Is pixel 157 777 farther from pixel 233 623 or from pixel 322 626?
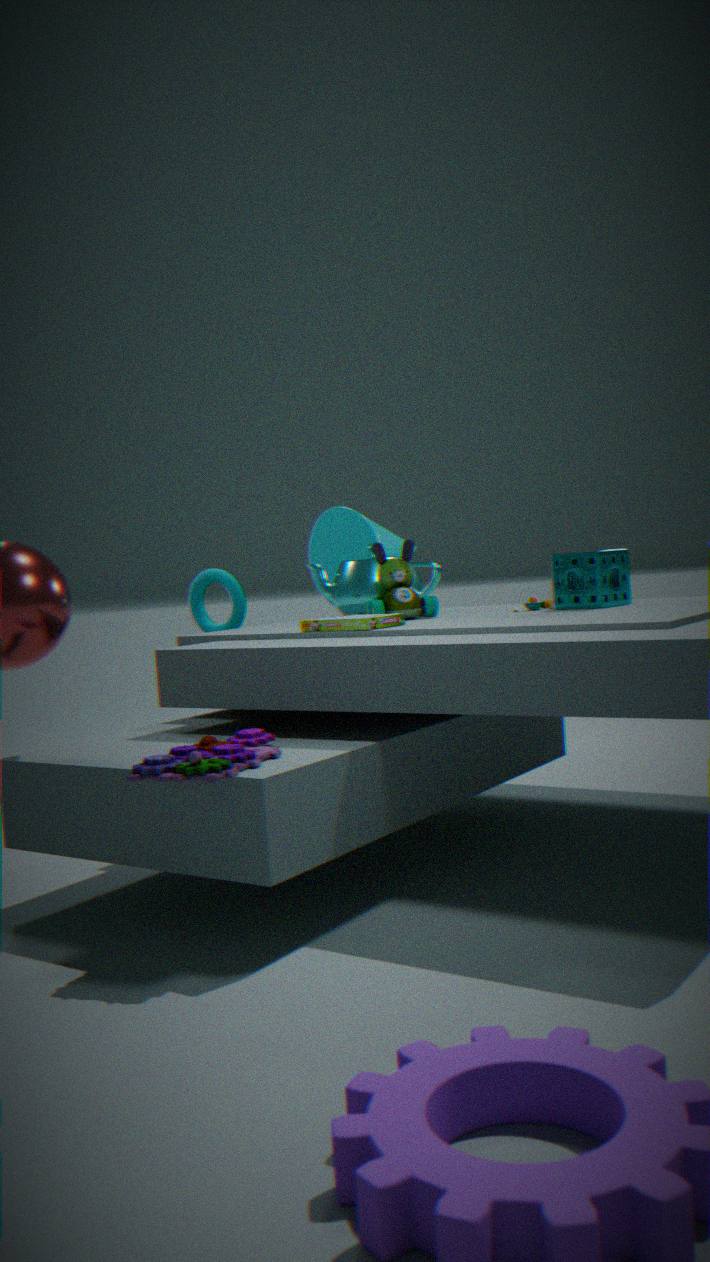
pixel 233 623
